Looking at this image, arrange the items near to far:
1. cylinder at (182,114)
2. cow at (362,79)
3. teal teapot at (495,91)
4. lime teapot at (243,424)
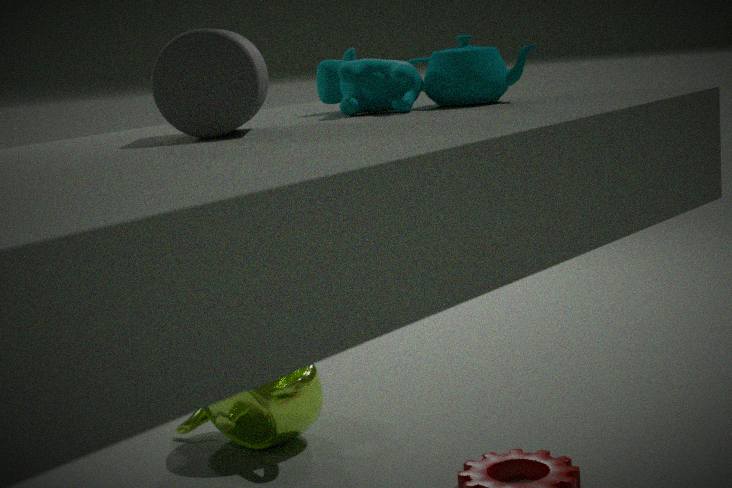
cylinder at (182,114) < cow at (362,79) < teal teapot at (495,91) < lime teapot at (243,424)
